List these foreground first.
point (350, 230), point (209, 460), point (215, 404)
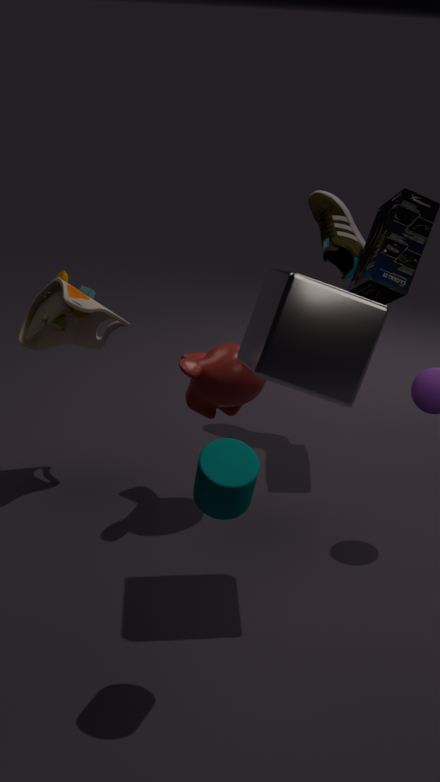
point (209, 460)
point (215, 404)
point (350, 230)
